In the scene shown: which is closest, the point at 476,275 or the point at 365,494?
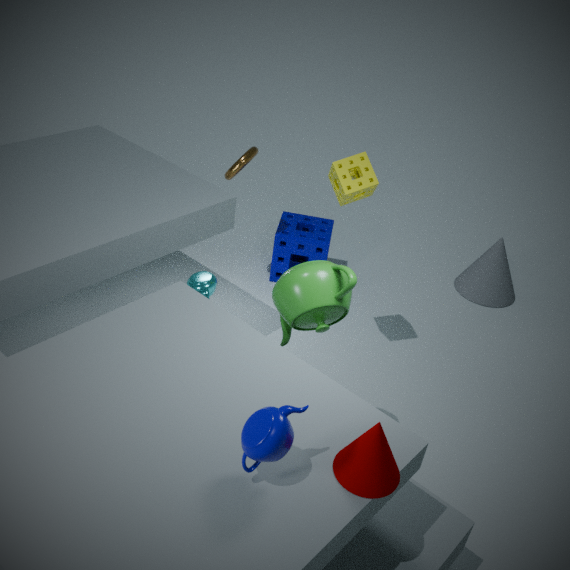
the point at 365,494
